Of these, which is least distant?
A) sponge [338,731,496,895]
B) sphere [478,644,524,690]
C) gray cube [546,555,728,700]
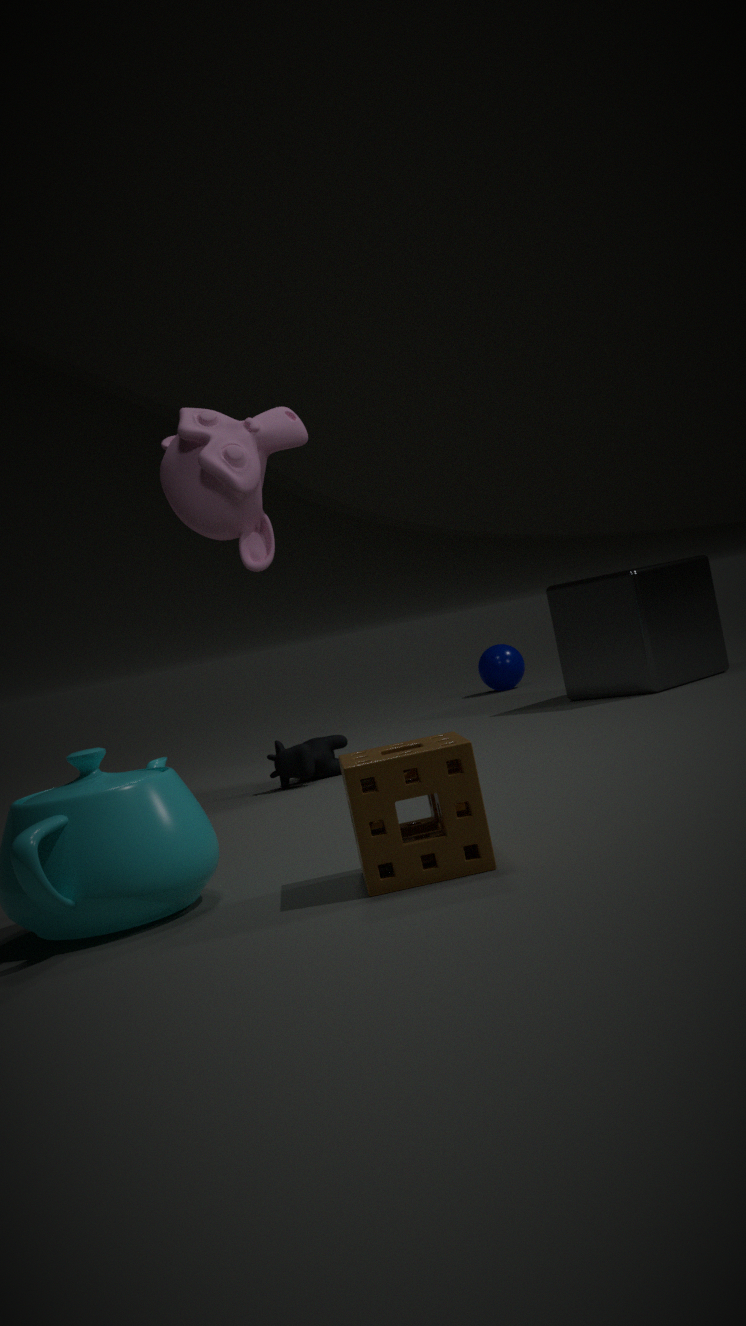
A. sponge [338,731,496,895]
